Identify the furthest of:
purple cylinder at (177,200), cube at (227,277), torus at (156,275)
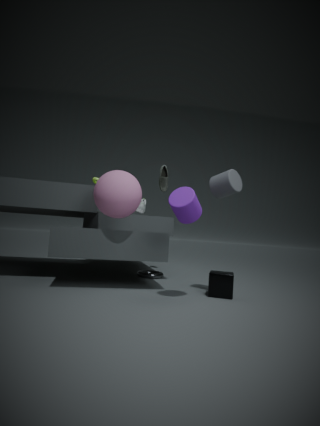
torus at (156,275)
